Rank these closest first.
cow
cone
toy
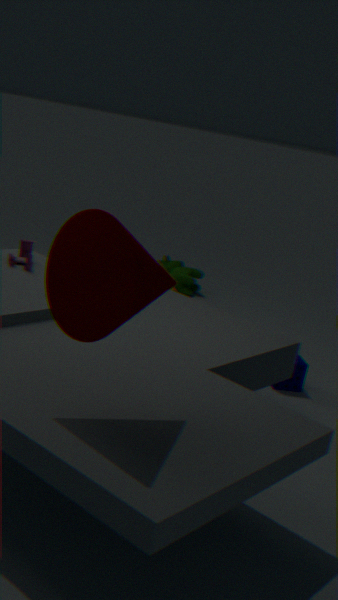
cone → toy → cow
